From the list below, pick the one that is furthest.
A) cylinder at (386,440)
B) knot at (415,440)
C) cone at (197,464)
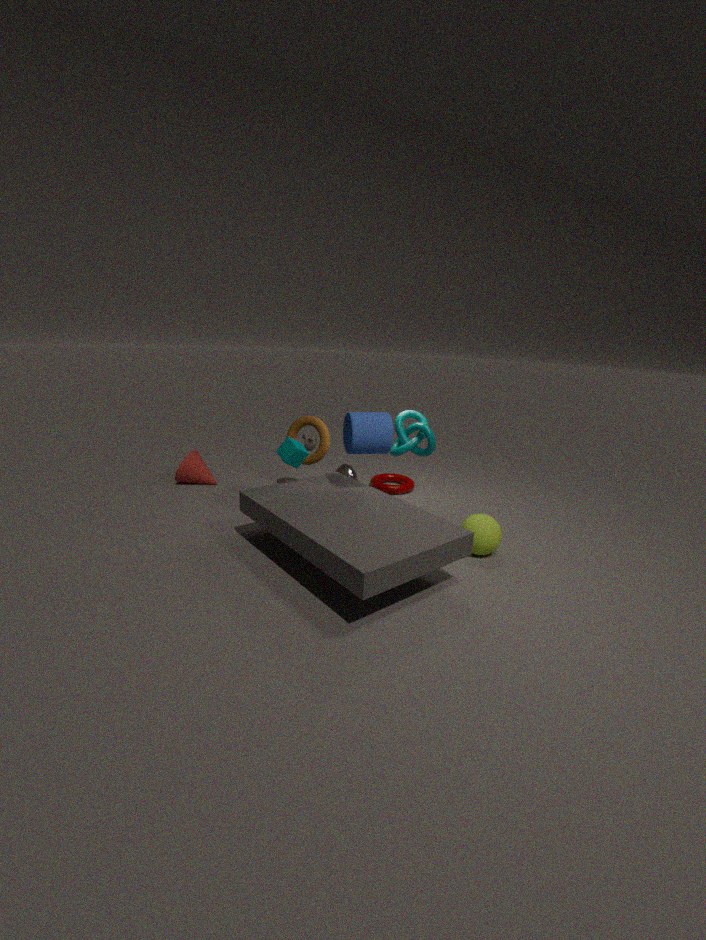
cone at (197,464)
